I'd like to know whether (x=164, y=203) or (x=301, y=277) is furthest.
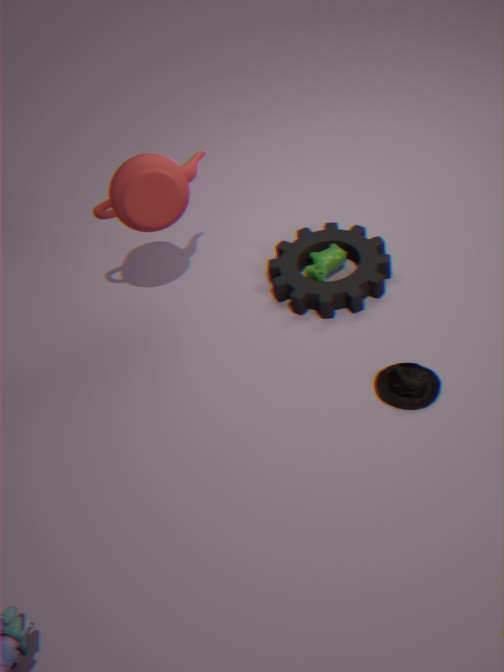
(x=301, y=277)
